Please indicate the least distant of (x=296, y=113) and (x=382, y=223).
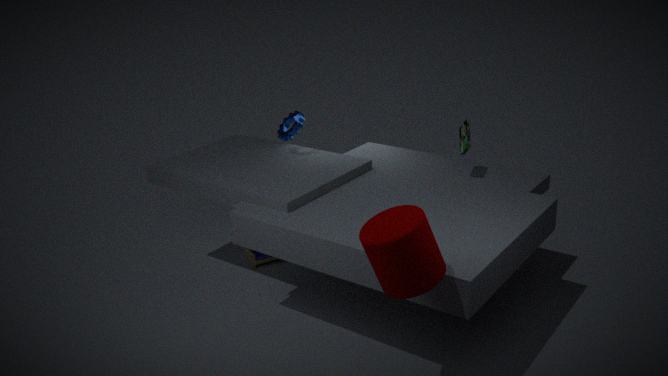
(x=382, y=223)
